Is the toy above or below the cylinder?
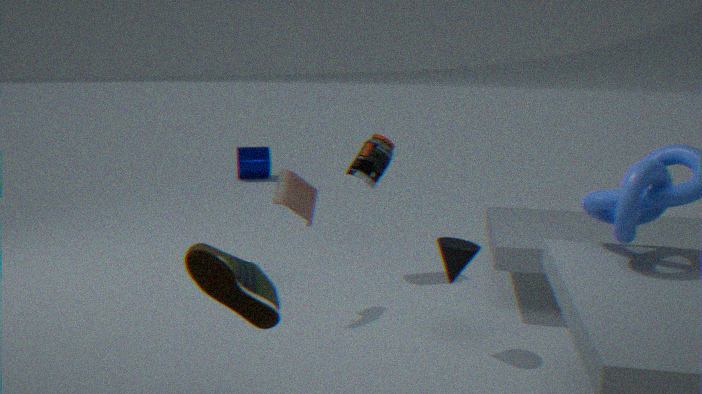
above
